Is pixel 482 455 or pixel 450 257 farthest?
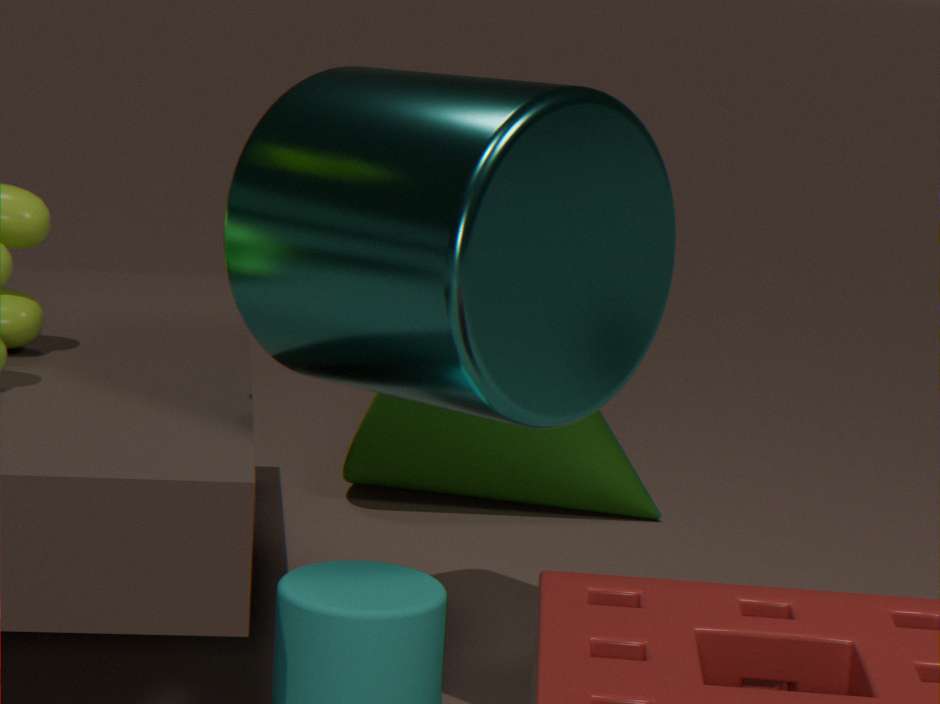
pixel 482 455
